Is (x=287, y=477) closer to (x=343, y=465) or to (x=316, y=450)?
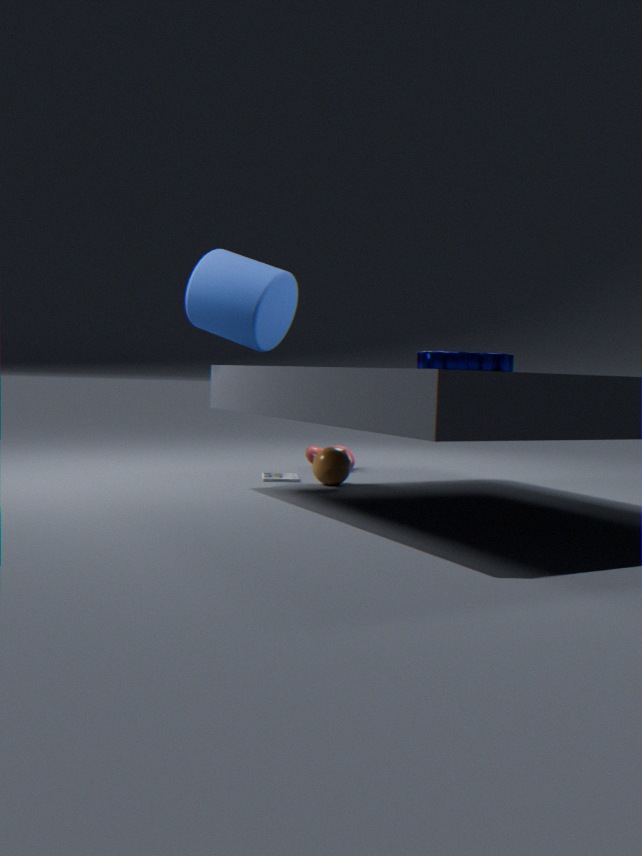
(x=343, y=465)
